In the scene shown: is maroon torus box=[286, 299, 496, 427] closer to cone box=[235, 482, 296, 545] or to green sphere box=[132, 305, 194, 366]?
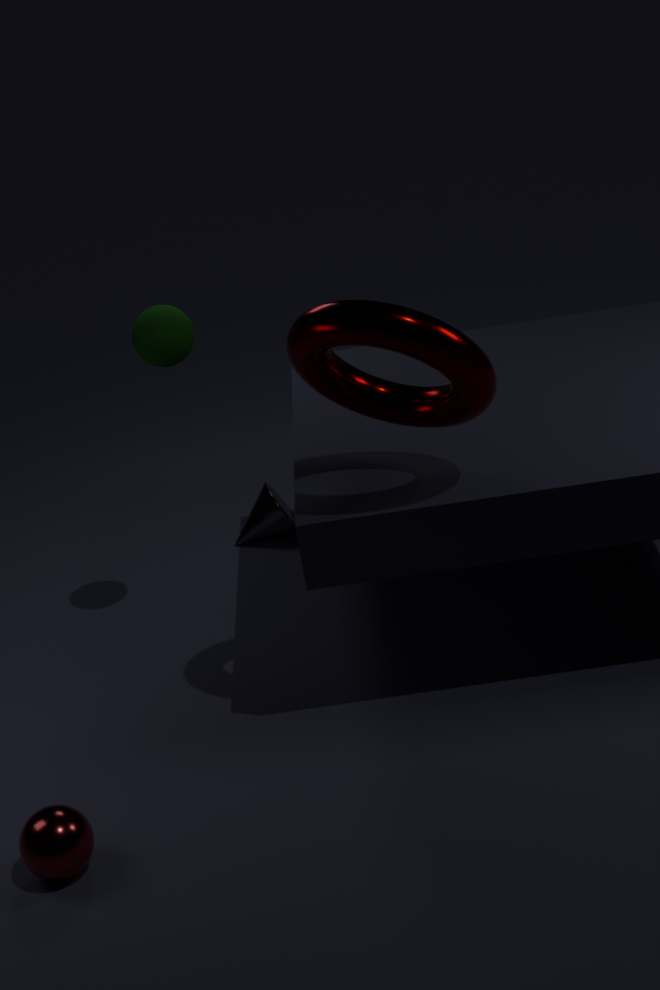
green sphere box=[132, 305, 194, 366]
